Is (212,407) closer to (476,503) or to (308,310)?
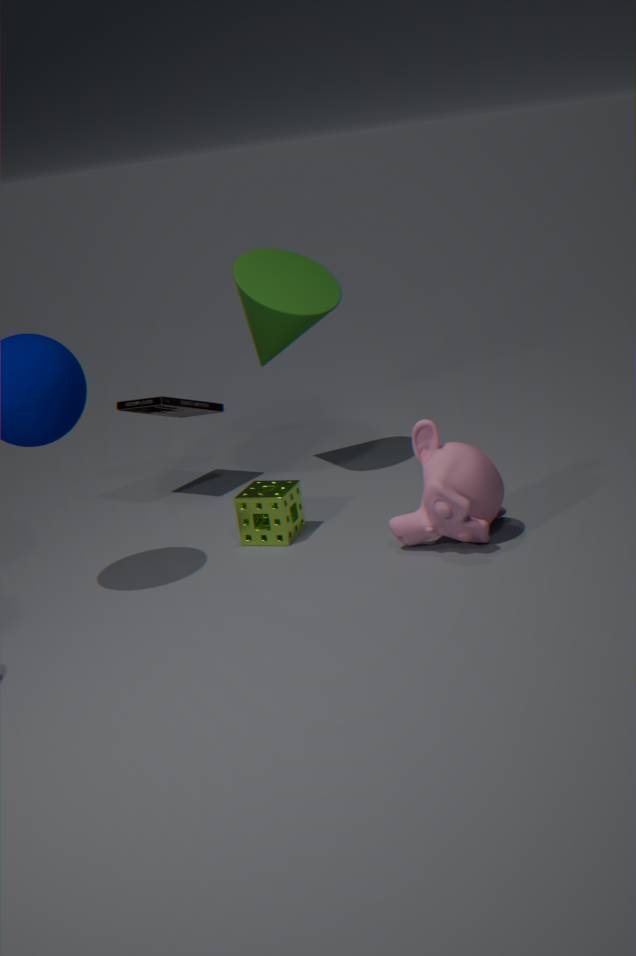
(308,310)
